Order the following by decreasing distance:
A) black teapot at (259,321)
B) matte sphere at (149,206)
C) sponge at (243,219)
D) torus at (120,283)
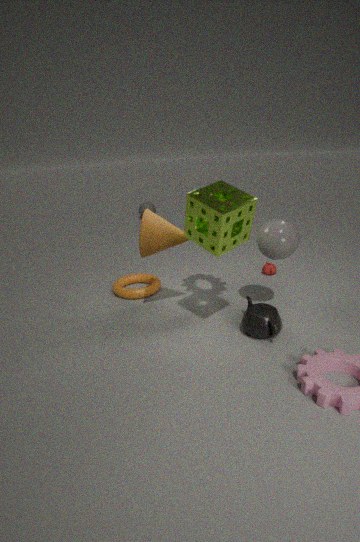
matte sphere at (149,206) → torus at (120,283) → black teapot at (259,321) → sponge at (243,219)
